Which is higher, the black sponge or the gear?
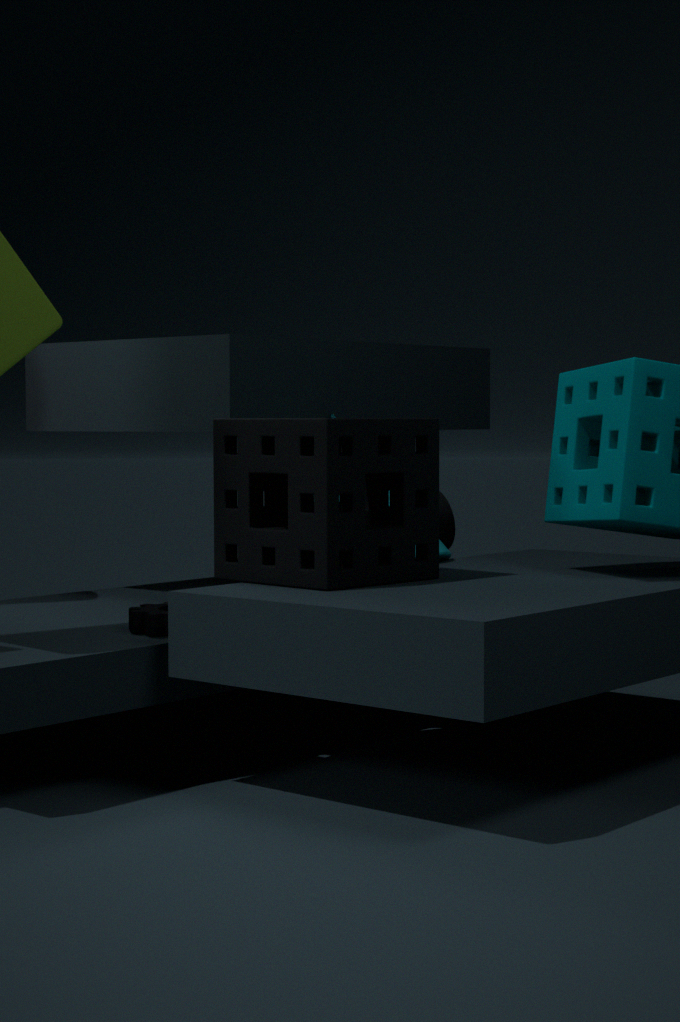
the black sponge
